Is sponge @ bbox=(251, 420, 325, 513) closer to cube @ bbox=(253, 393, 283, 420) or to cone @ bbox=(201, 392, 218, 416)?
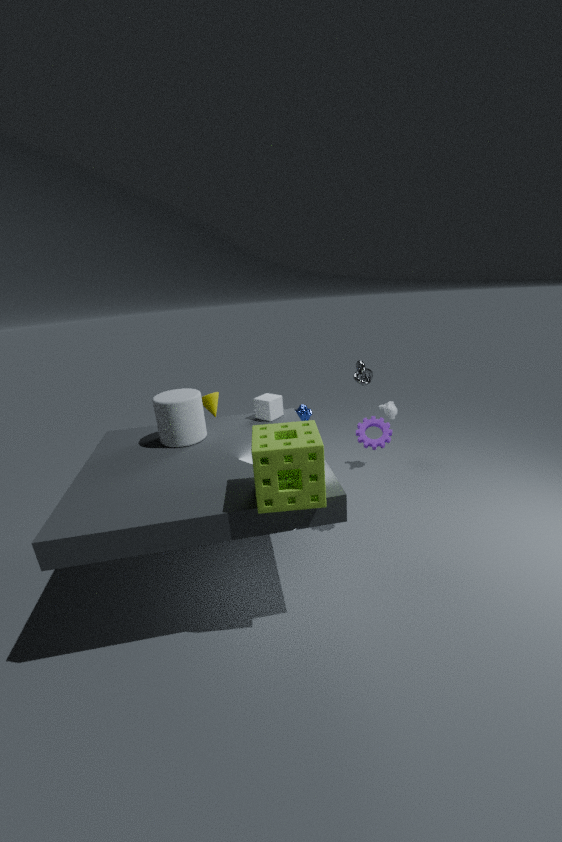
cube @ bbox=(253, 393, 283, 420)
